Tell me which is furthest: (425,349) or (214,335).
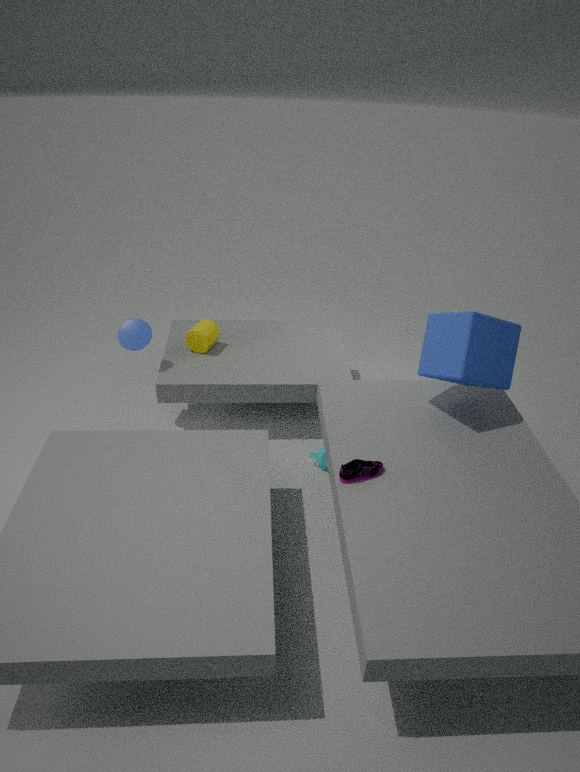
(214,335)
